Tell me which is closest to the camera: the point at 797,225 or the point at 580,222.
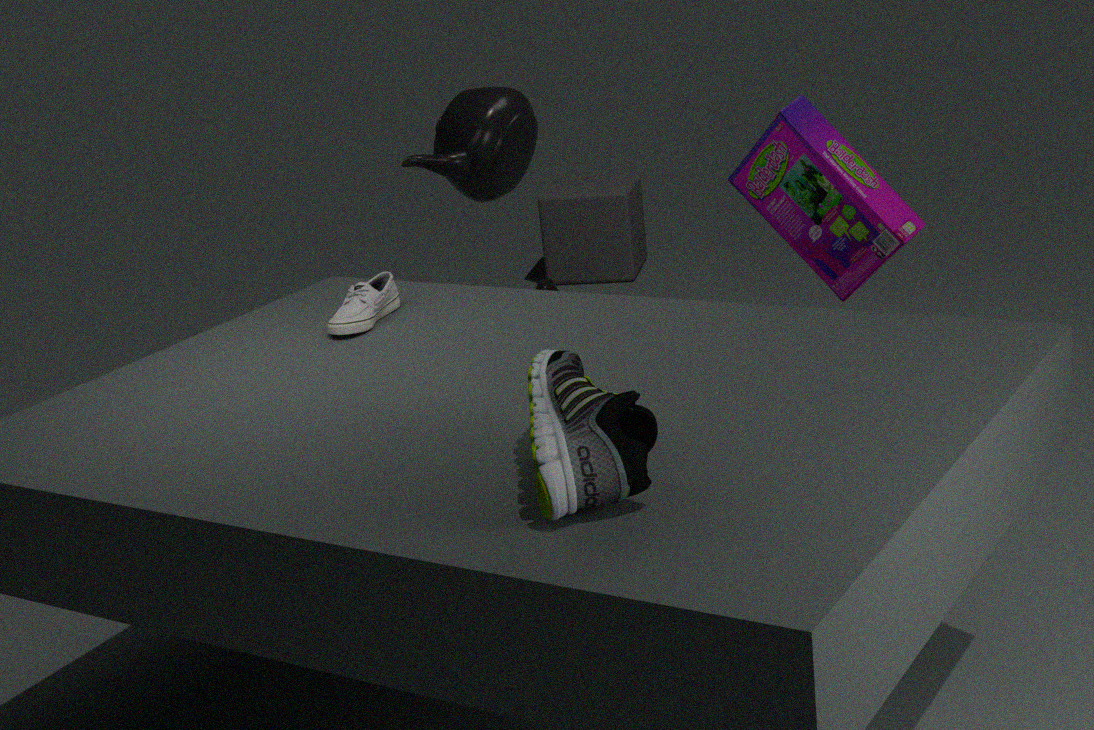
the point at 797,225
